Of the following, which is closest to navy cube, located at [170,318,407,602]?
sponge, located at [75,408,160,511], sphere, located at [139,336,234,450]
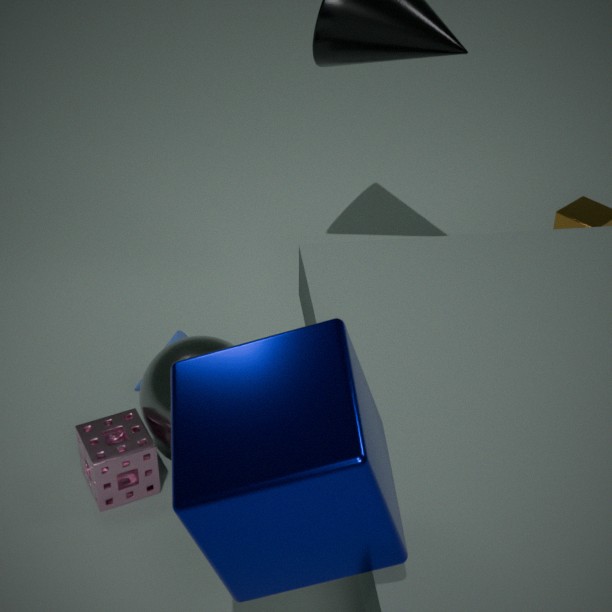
sphere, located at [139,336,234,450]
